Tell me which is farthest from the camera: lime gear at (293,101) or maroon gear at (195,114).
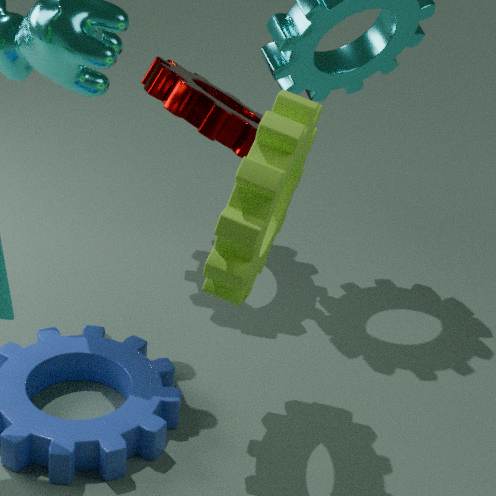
maroon gear at (195,114)
